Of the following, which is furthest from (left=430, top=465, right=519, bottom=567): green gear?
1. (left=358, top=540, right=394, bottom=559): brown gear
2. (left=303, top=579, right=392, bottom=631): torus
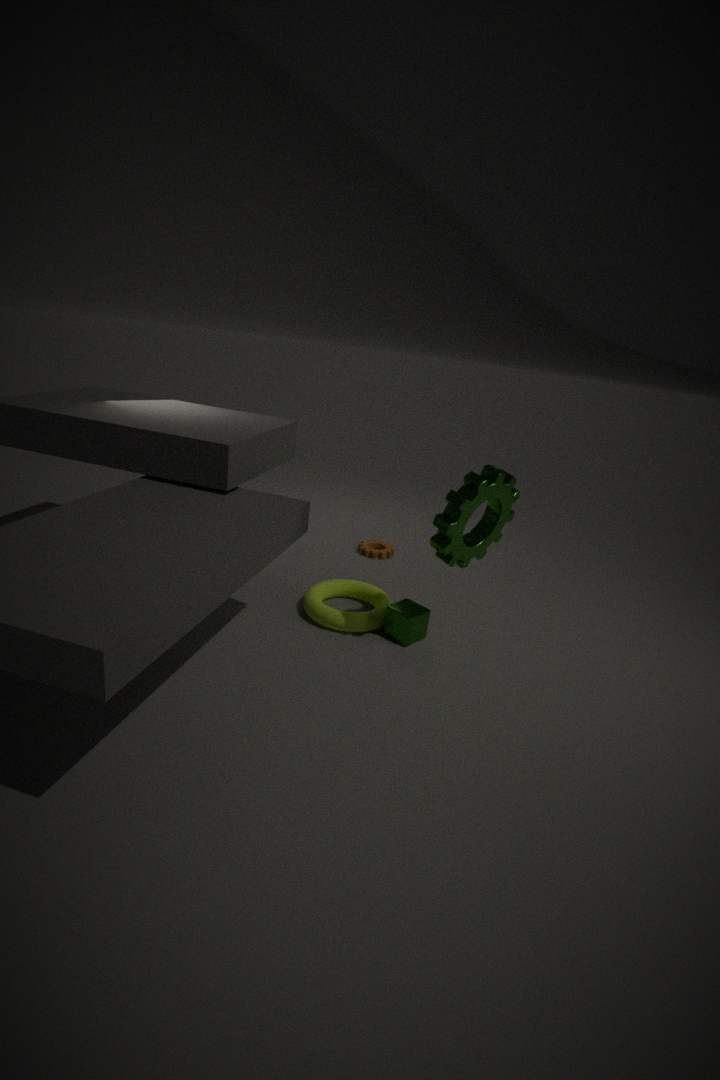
(left=358, top=540, right=394, bottom=559): brown gear
